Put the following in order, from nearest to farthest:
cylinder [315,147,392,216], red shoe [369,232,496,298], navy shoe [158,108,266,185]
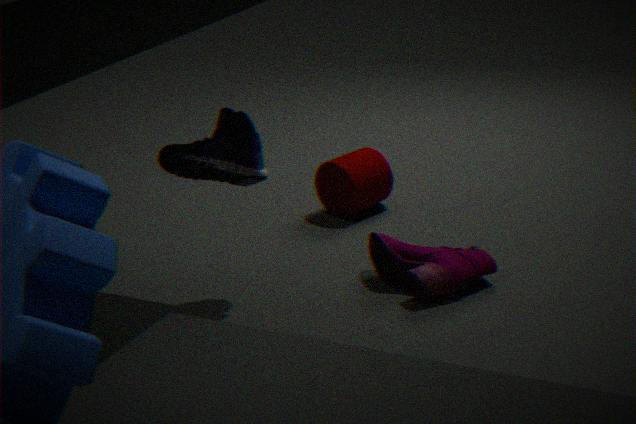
navy shoe [158,108,266,185]
red shoe [369,232,496,298]
cylinder [315,147,392,216]
